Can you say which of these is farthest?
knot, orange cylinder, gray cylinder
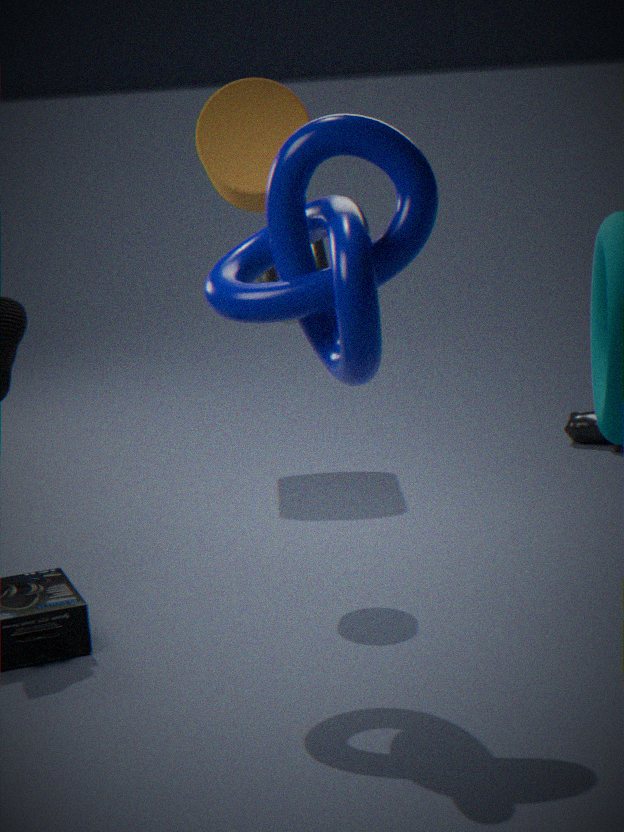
orange cylinder
